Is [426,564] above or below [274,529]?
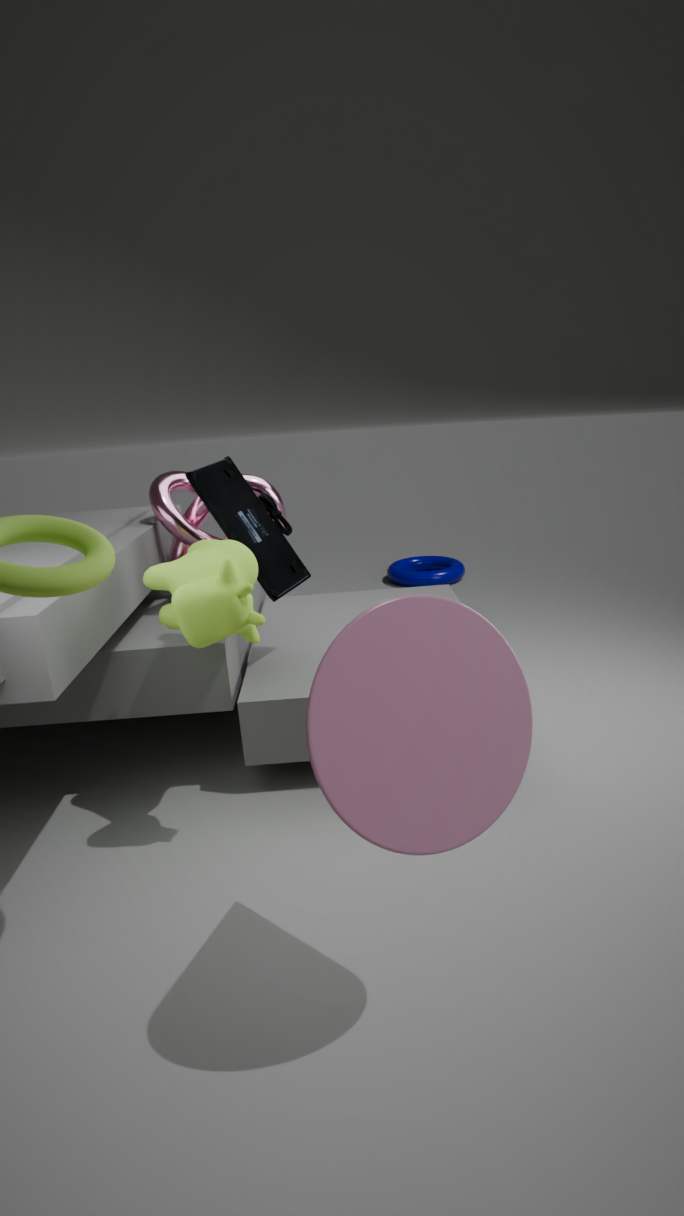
below
